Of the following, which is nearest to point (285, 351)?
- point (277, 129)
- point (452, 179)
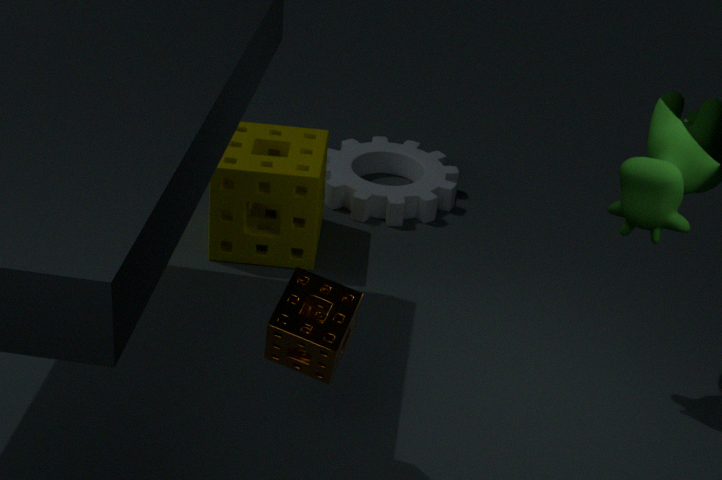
point (277, 129)
